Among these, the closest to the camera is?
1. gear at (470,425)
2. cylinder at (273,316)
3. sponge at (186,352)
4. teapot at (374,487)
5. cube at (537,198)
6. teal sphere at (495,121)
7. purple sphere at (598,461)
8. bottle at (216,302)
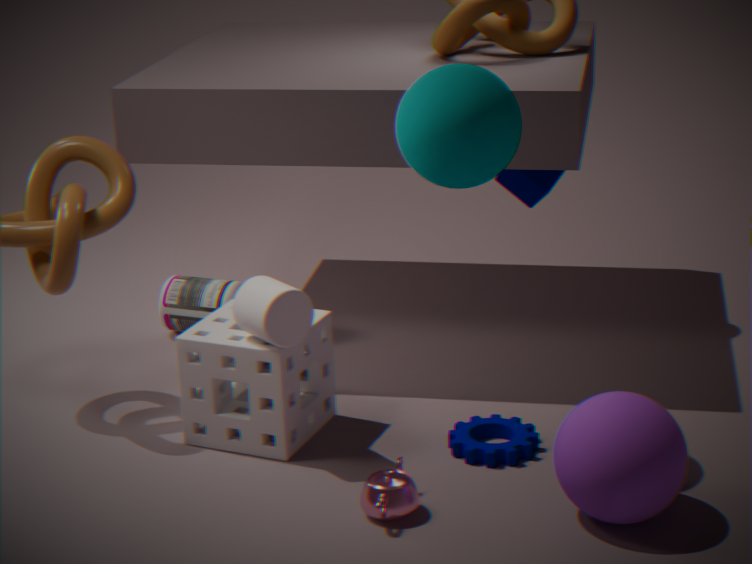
purple sphere at (598,461)
